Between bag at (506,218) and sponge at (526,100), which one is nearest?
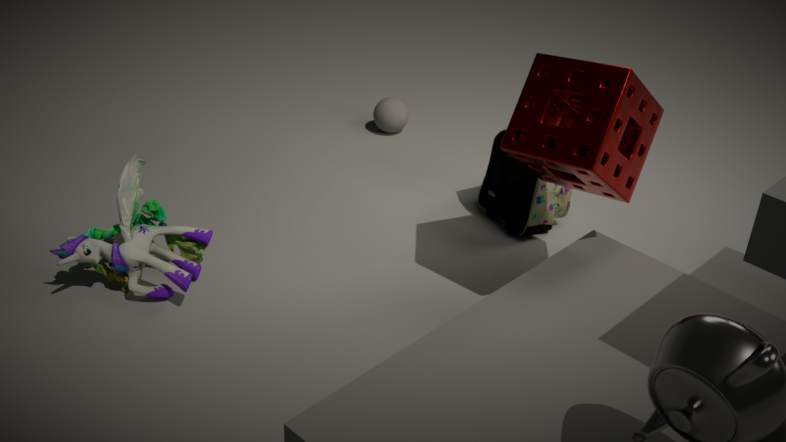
sponge at (526,100)
